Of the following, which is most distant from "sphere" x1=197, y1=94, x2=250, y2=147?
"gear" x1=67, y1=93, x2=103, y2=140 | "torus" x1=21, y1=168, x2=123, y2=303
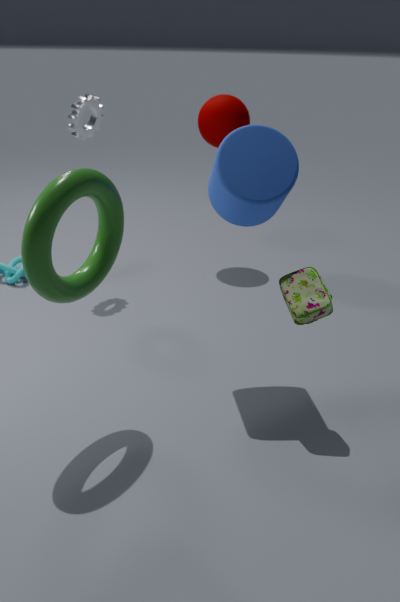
"torus" x1=21, y1=168, x2=123, y2=303
